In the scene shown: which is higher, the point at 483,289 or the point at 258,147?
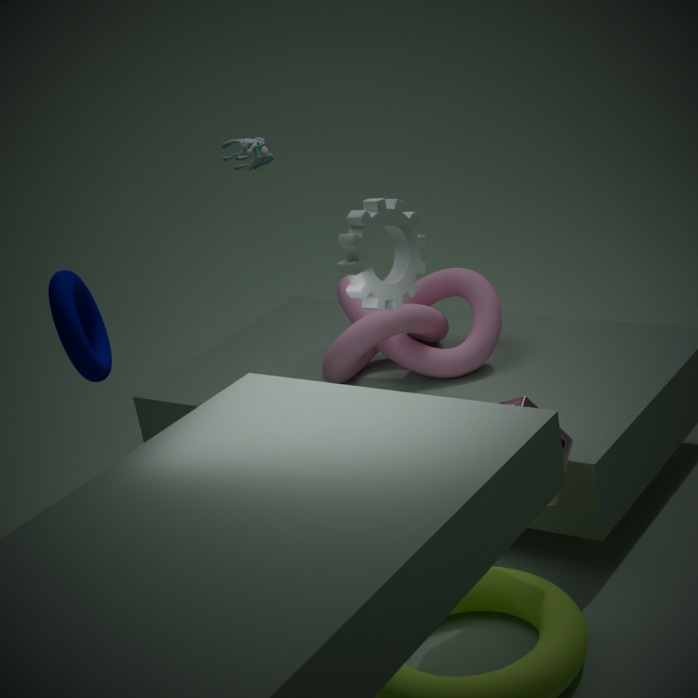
the point at 258,147
